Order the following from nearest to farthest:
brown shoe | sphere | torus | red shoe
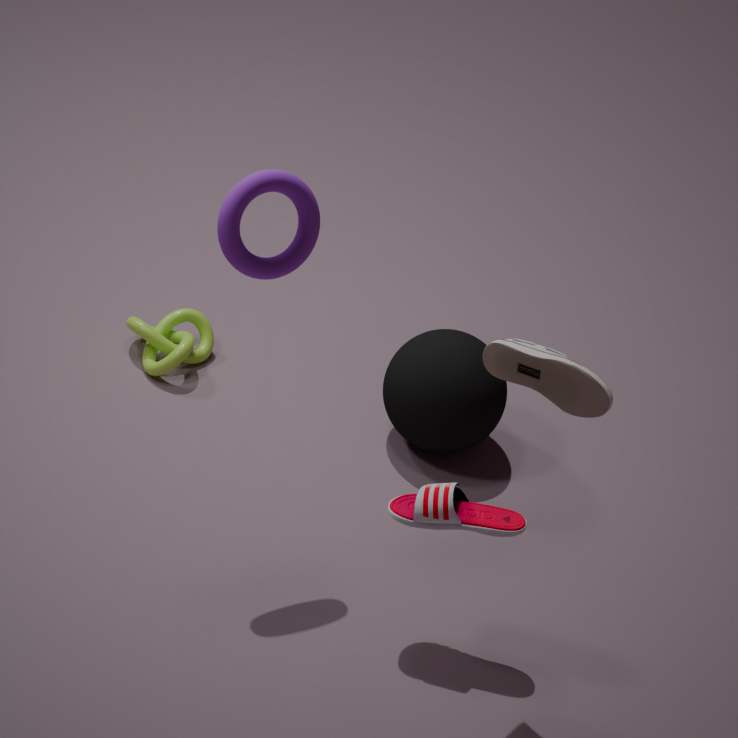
brown shoe < torus < red shoe < sphere
